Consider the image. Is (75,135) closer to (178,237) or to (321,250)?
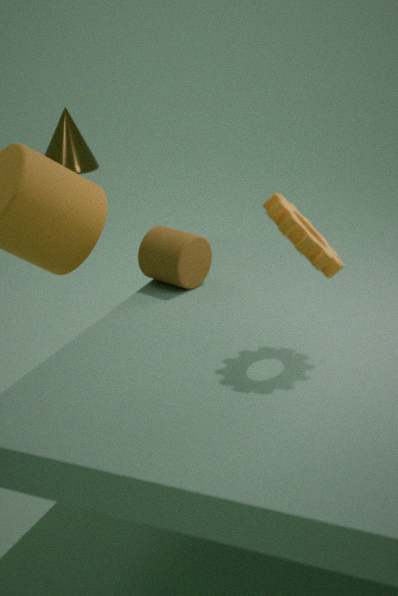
(178,237)
